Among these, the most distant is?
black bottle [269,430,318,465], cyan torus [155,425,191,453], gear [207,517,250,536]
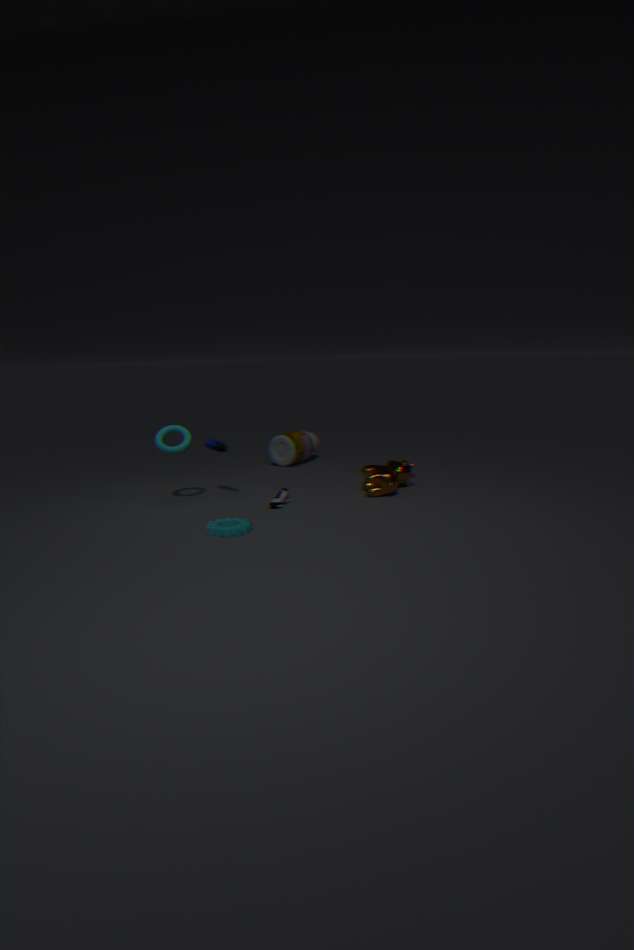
black bottle [269,430,318,465]
